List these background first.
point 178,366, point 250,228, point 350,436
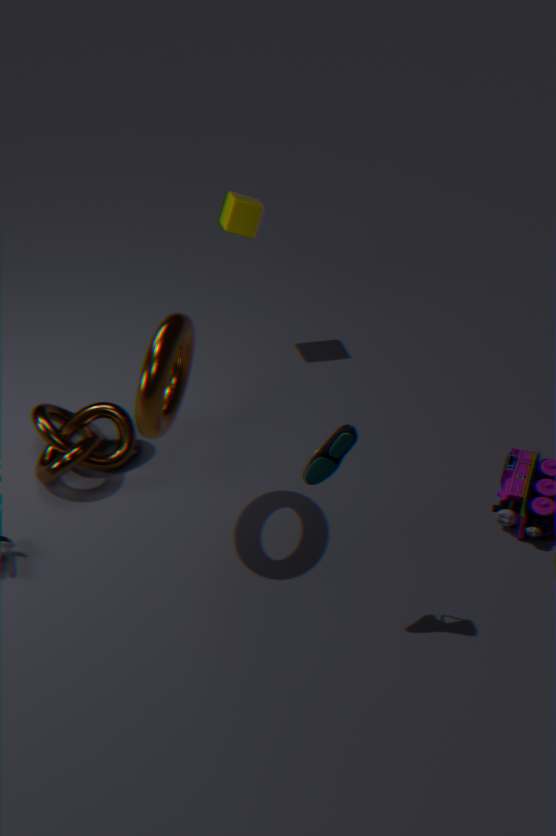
point 250,228 < point 178,366 < point 350,436
